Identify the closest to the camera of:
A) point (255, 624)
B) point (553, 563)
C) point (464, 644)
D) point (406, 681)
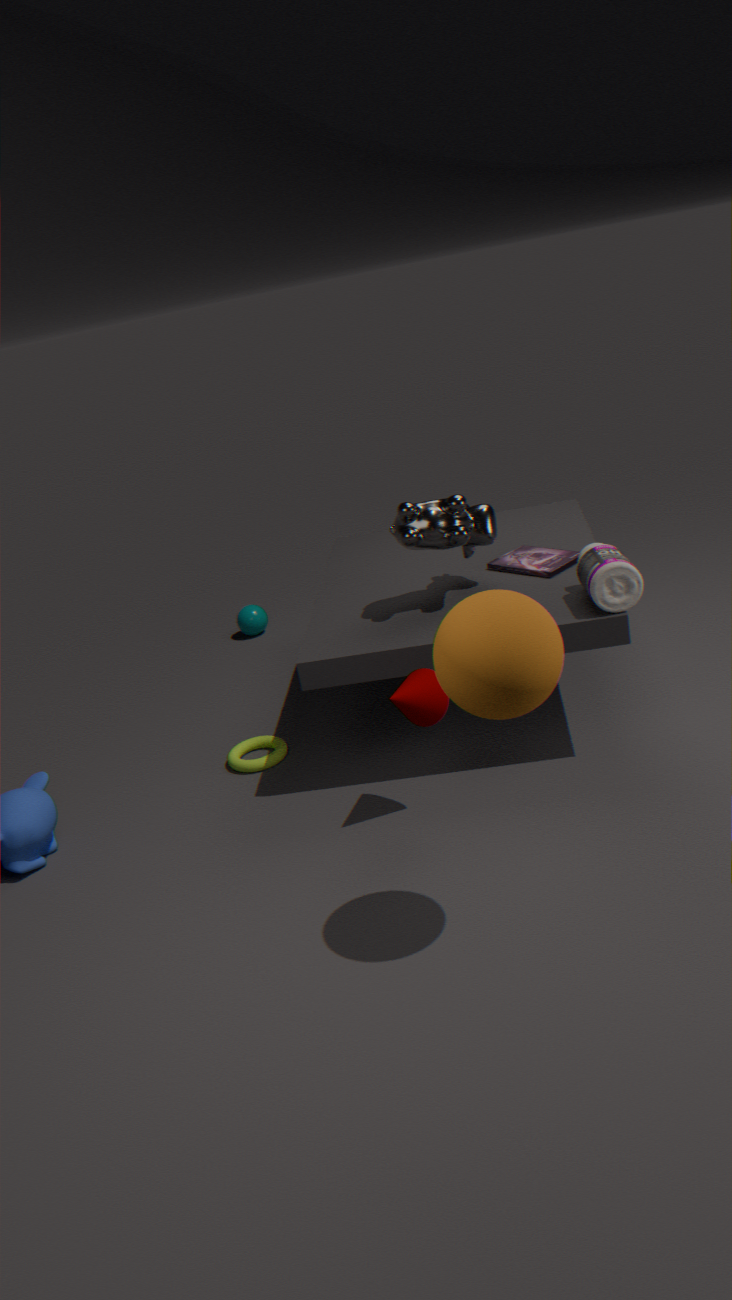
point (464, 644)
